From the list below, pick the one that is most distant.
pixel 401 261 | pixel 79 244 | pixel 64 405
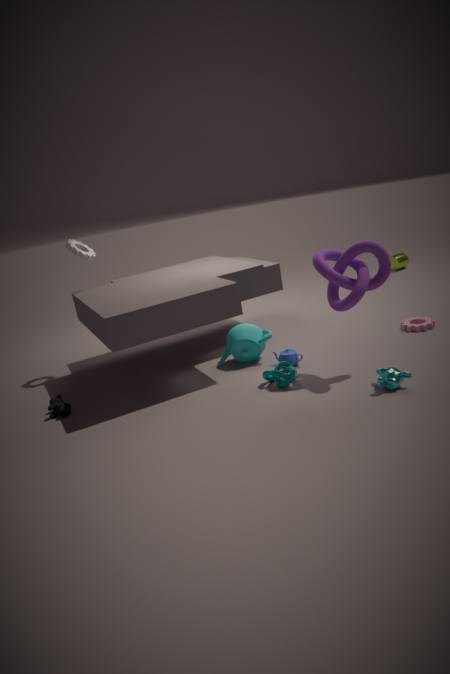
pixel 401 261
